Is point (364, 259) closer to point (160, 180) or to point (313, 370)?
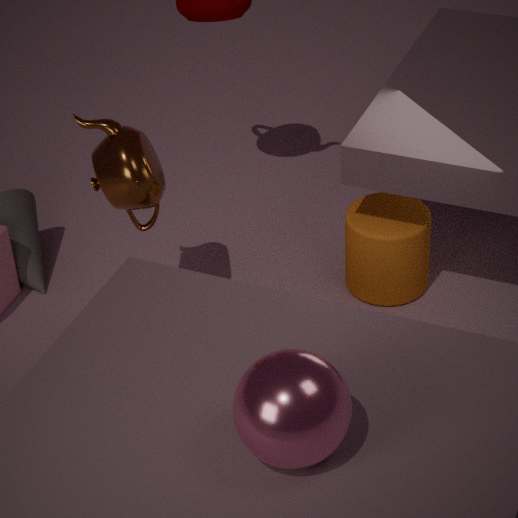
point (160, 180)
